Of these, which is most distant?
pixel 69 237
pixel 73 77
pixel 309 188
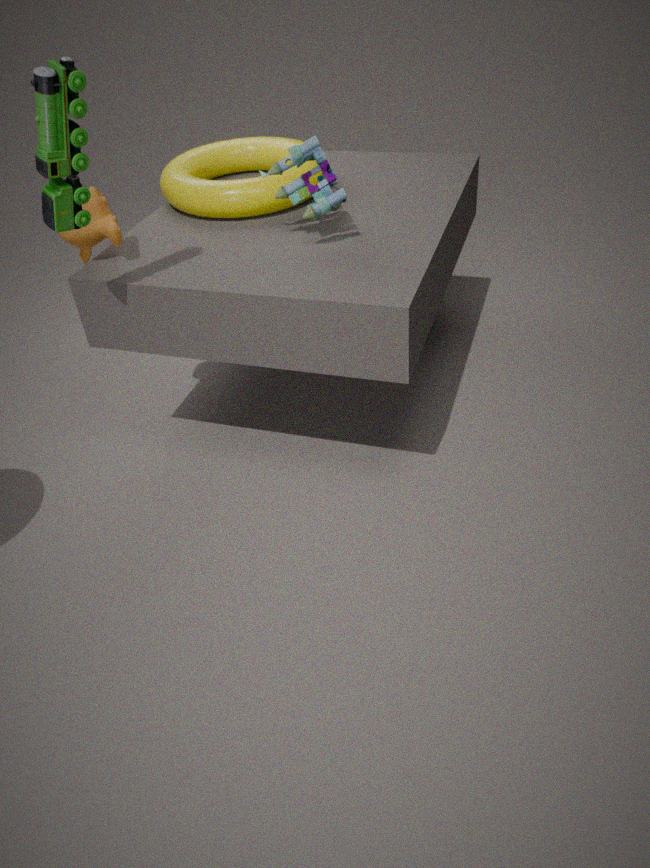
pixel 309 188
